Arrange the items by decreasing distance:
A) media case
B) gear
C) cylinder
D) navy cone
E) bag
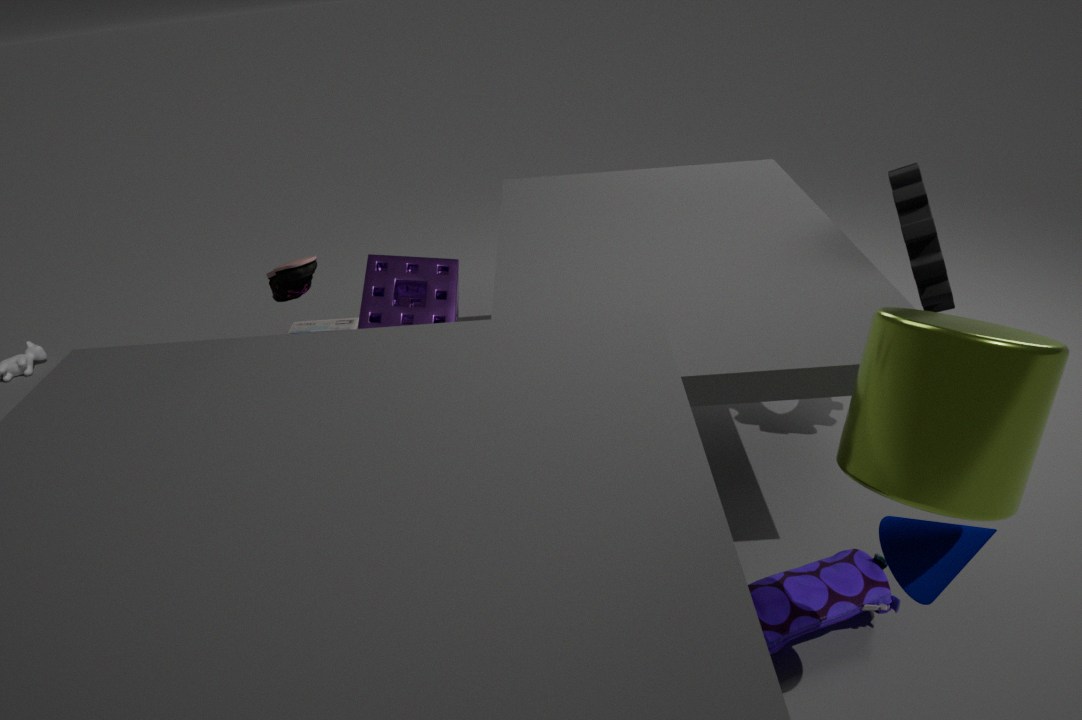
media case, gear, bag, navy cone, cylinder
